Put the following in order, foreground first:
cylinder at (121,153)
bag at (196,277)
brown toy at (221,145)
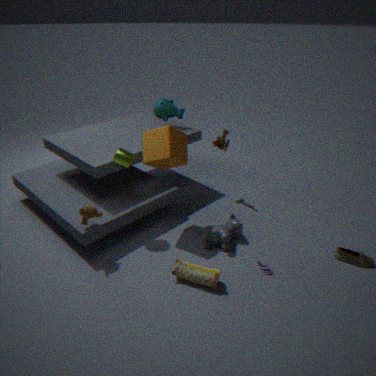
bag at (196,277) < cylinder at (121,153) < brown toy at (221,145)
